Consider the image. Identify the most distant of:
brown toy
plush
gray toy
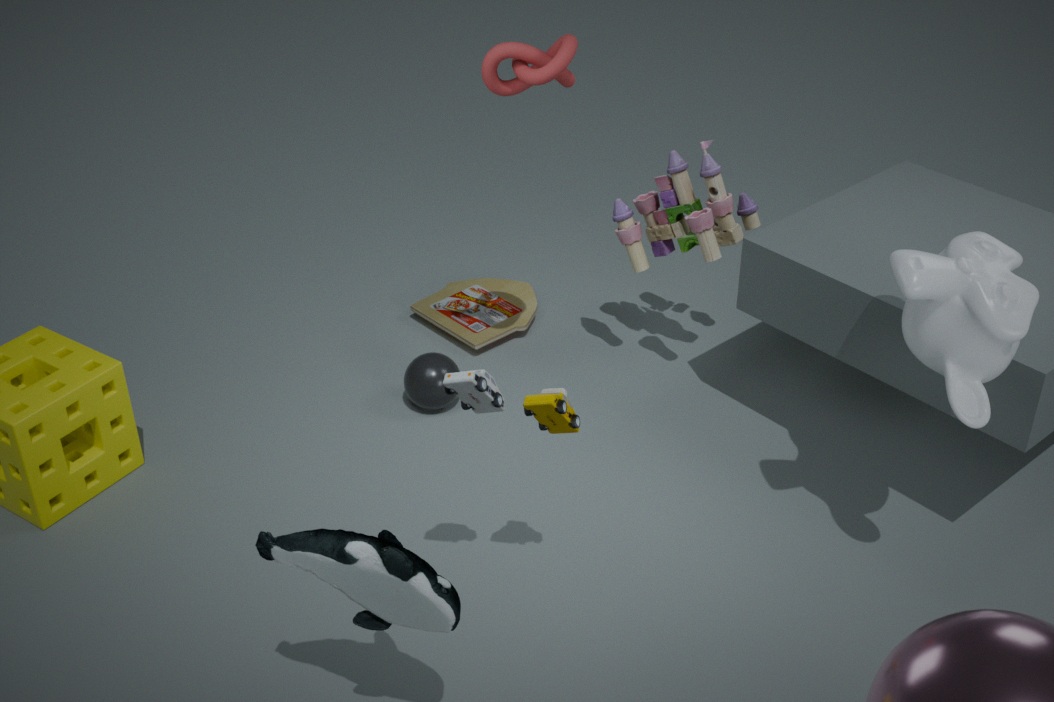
brown toy
